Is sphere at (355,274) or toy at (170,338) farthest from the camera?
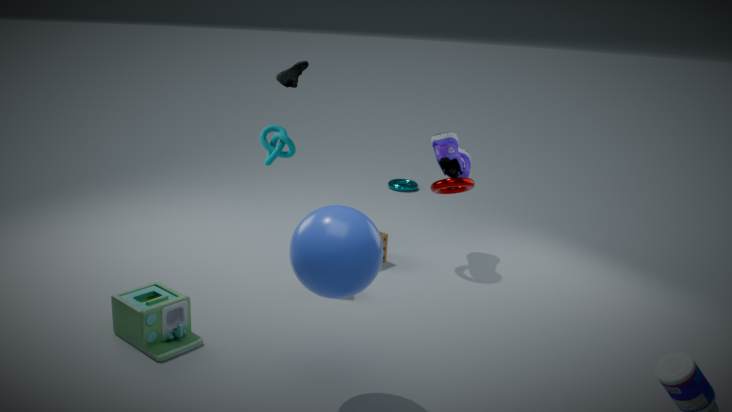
toy at (170,338)
